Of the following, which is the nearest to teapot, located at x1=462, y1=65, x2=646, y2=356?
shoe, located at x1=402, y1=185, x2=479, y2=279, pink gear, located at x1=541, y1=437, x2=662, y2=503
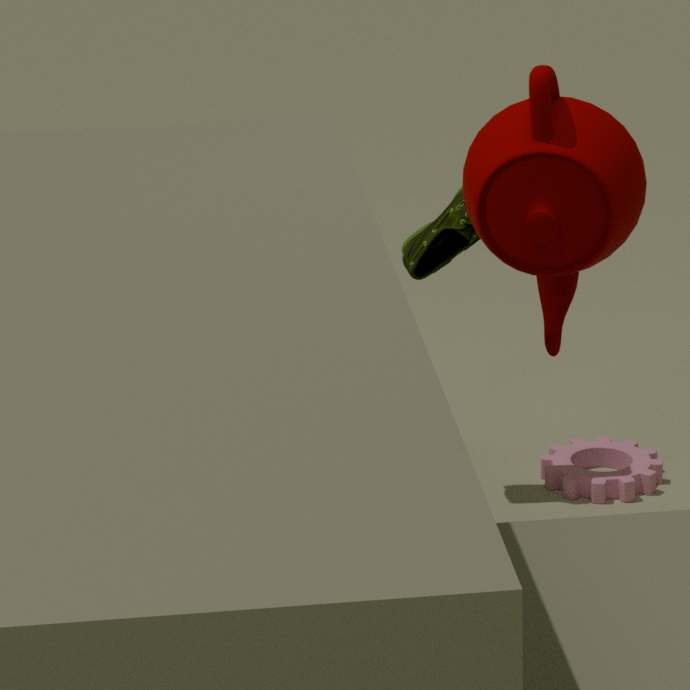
shoe, located at x1=402, y1=185, x2=479, y2=279
